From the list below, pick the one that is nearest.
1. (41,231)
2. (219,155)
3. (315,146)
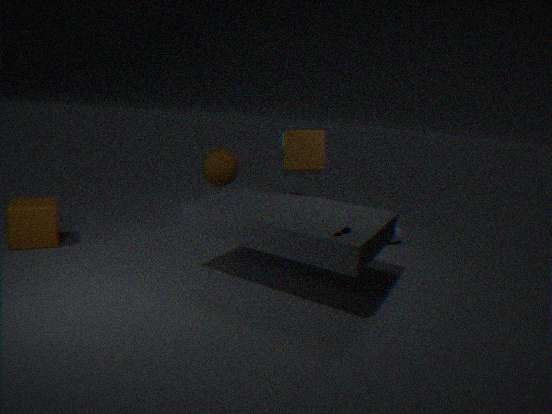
(41,231)
